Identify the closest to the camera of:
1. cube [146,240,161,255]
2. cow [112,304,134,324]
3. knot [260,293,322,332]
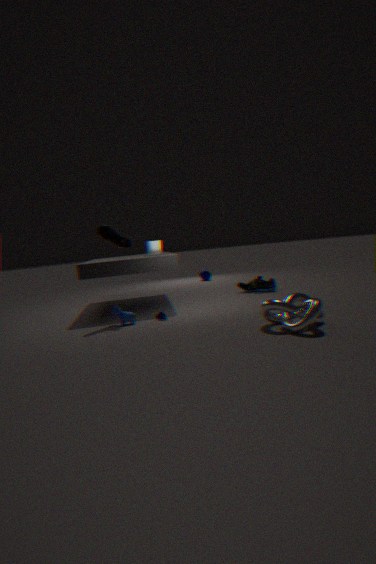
knot [260,293,322,332]
